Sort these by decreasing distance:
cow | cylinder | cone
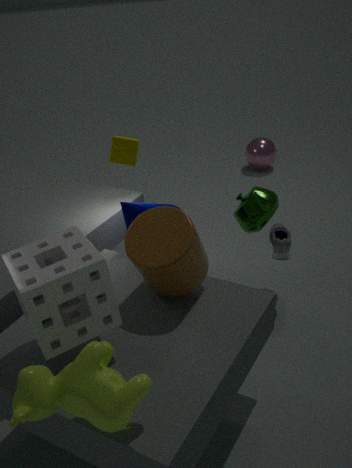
cone < cylinder < cow
